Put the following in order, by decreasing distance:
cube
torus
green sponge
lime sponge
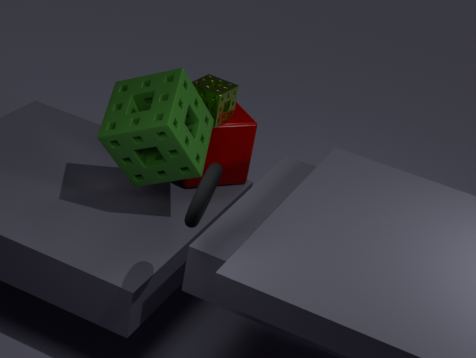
cube < lime sponge < green sponge < torus
